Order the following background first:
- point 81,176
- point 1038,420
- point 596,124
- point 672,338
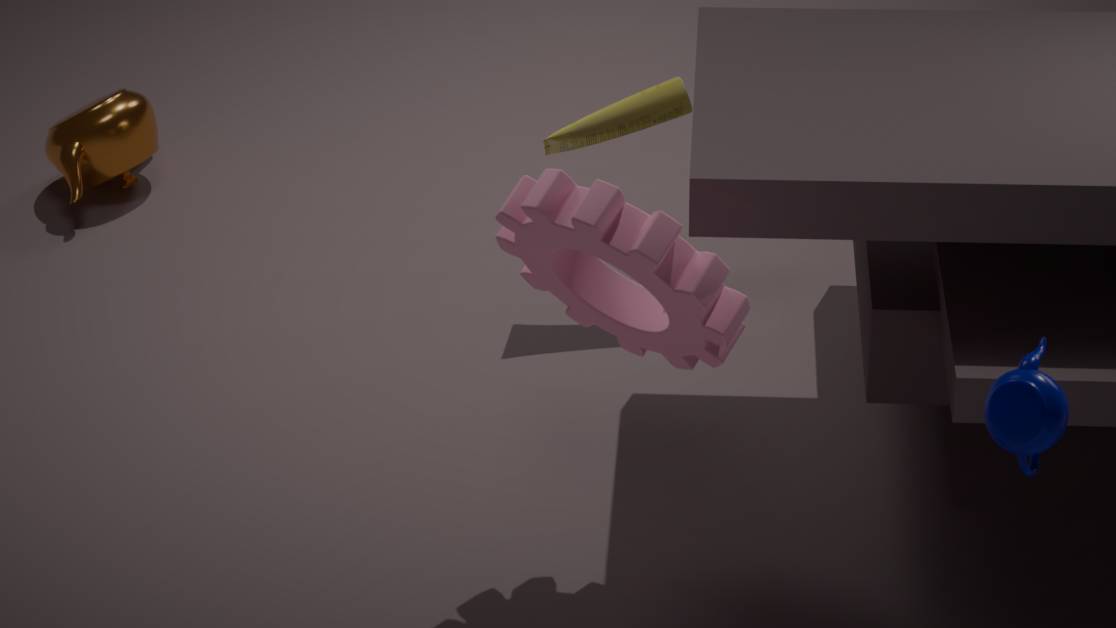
point 81,176 → point 596,124 → point 672,338 → point 1038,420
